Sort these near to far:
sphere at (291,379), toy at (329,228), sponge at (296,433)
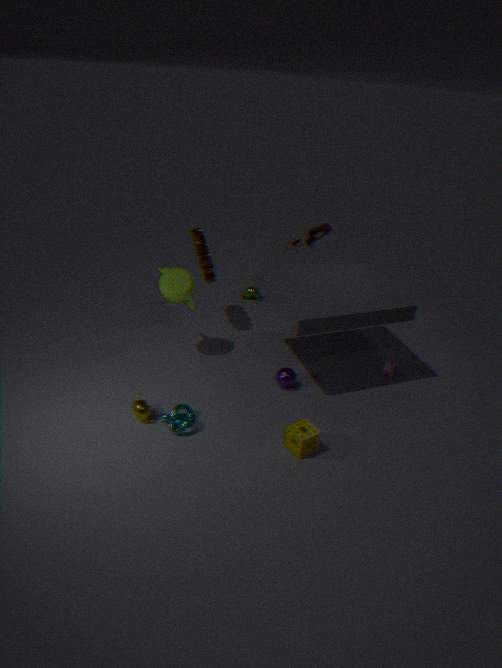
sponge at (296,433) → sphere at (291,379) → toy at (329,228)
